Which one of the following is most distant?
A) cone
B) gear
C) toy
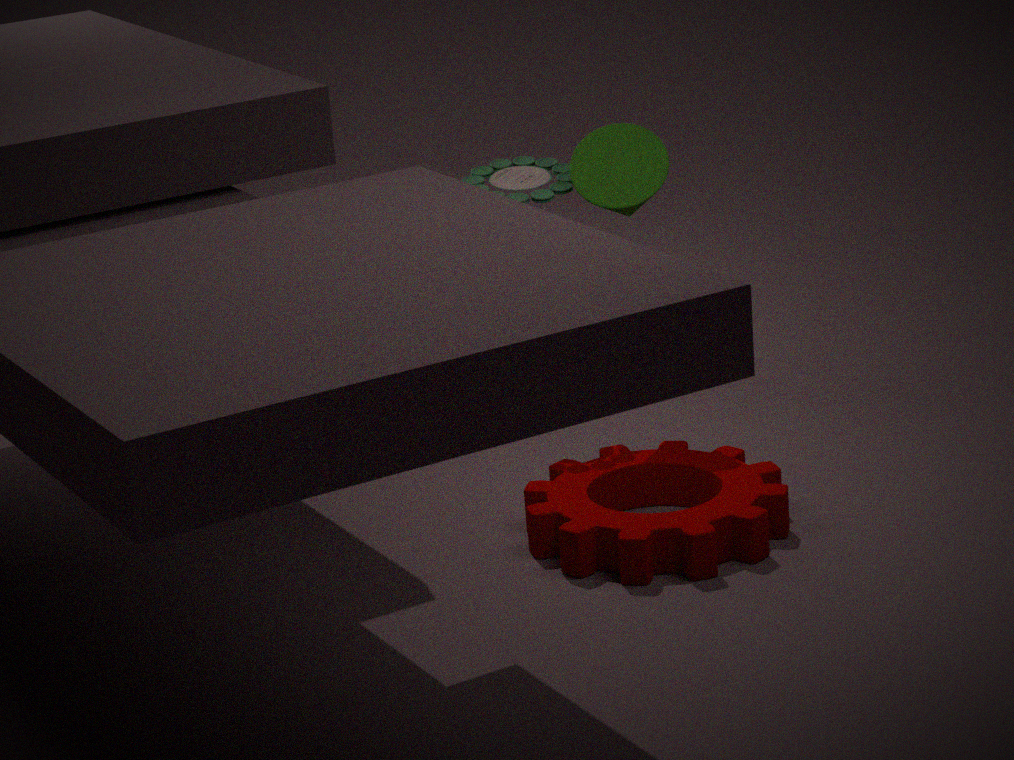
toy
